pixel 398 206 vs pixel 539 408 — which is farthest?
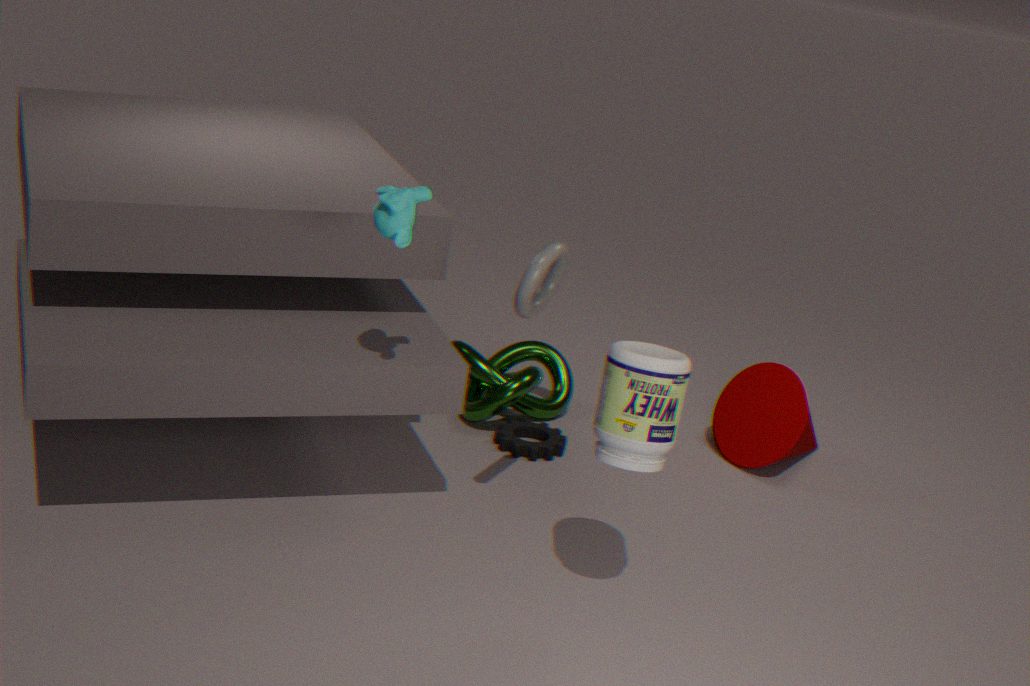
pixel 539 408
